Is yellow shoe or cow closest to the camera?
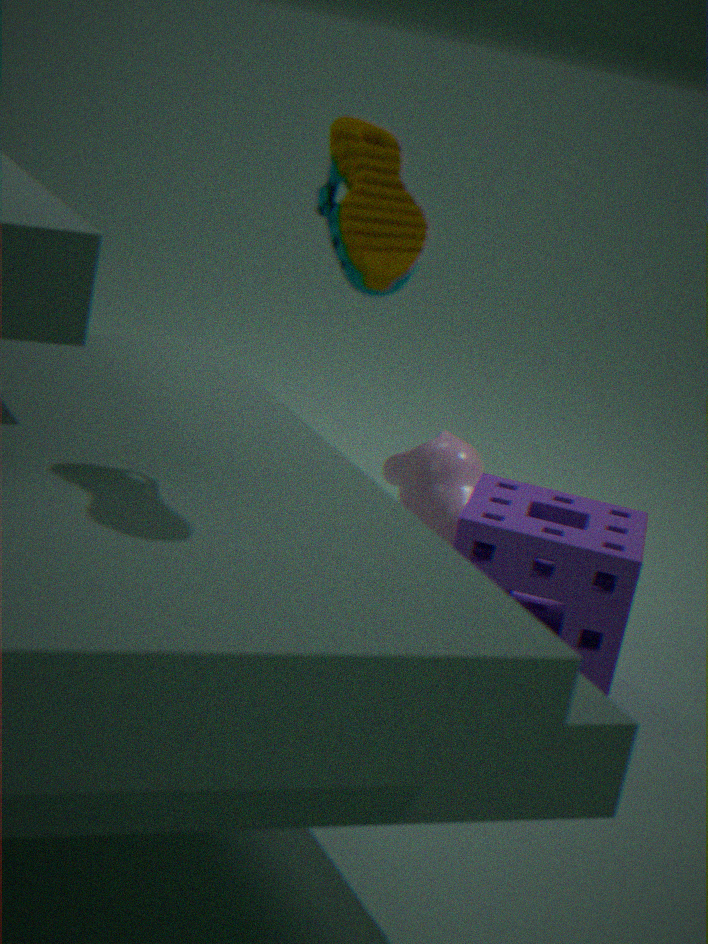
yellow shoe
